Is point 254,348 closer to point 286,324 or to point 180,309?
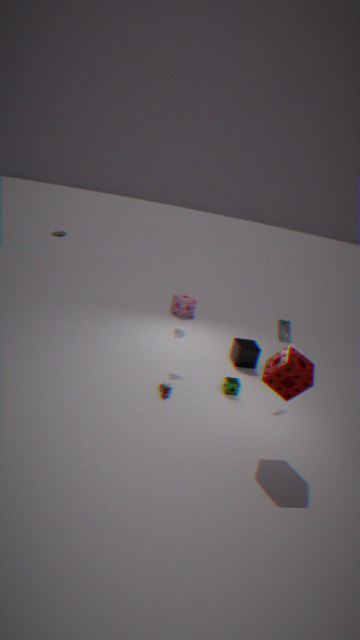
point 286,324
